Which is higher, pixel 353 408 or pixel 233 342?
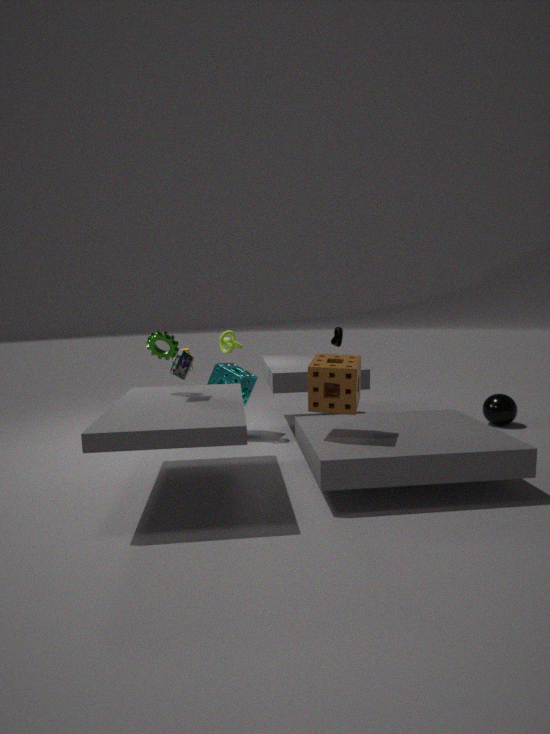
pixel 233 342
